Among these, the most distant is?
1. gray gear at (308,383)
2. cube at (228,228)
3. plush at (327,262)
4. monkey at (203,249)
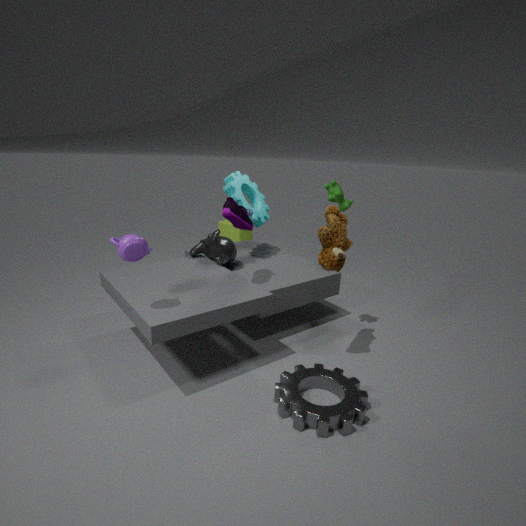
cube at (228,228)
